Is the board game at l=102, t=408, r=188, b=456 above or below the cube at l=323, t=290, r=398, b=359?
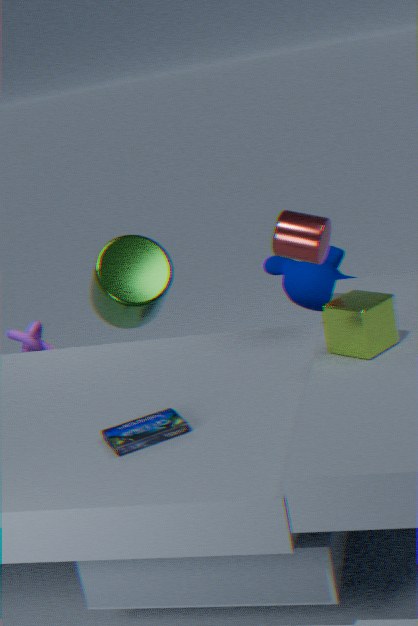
below
